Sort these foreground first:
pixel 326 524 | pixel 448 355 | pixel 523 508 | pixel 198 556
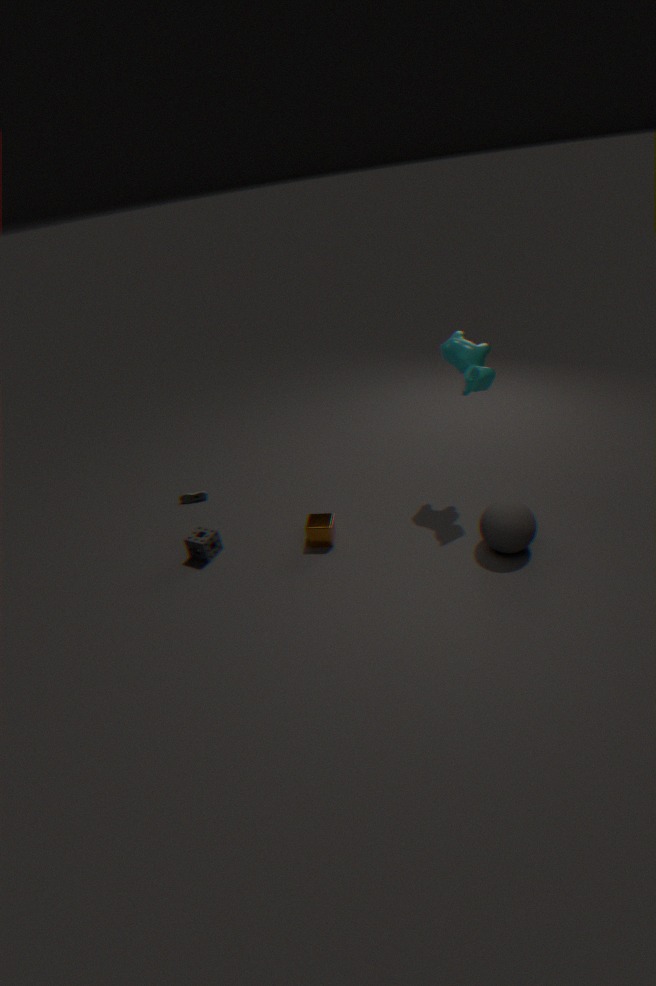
pixel 523 508 → pixel 448 355 → pixel 326 524 → pixel 198 556
